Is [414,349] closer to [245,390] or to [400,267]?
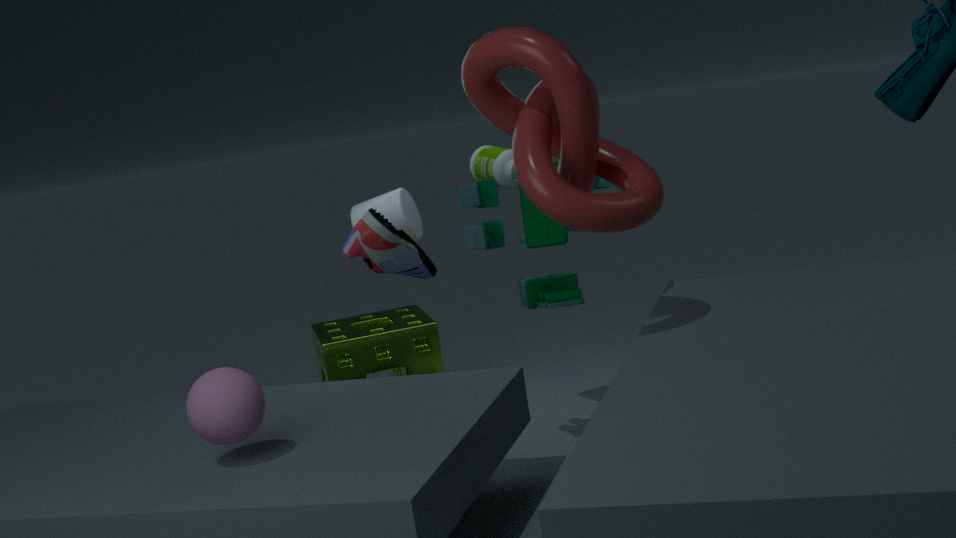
[400,267]
